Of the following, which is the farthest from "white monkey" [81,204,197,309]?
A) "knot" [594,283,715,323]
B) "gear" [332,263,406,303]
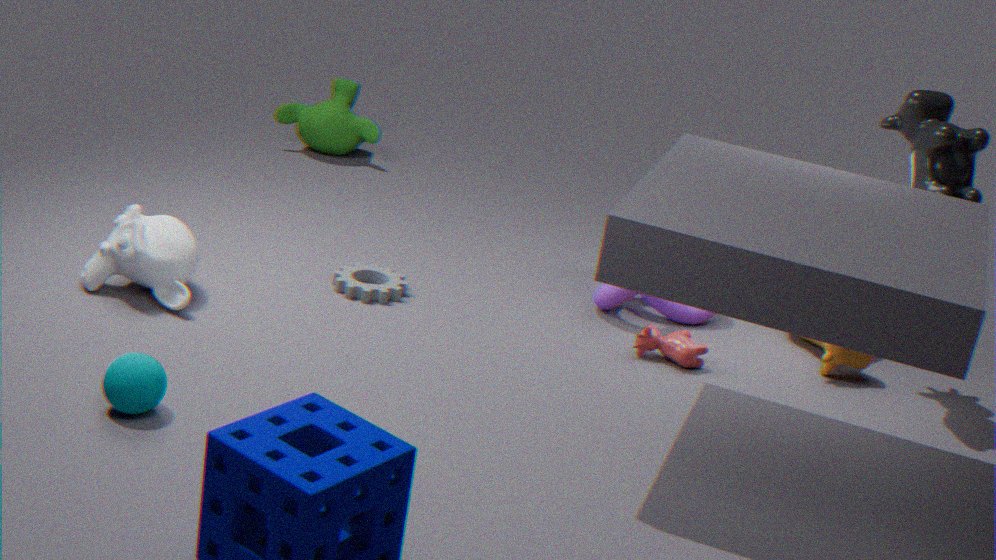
"knot" [594,283,715,323]
